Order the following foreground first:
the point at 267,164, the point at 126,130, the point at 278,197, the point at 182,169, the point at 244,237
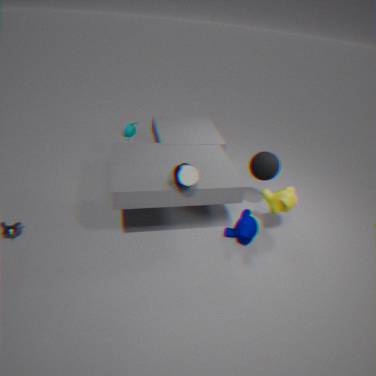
1. the point at 182,169
2. the point at 278,197
3. the point at 244,237
4. the point at 267,164
5. the point at 126,130
